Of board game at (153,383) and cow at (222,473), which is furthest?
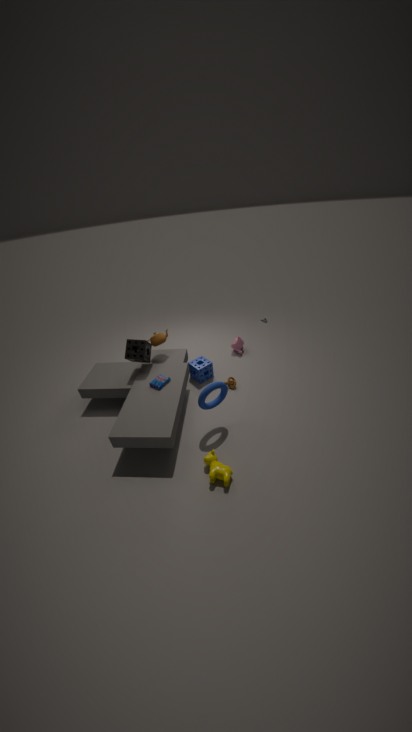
board game at (153,383)
